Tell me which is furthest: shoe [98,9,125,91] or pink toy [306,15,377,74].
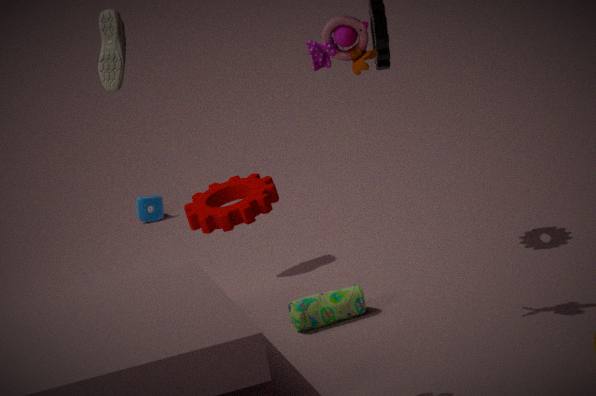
shoe [98,9,125,91]
